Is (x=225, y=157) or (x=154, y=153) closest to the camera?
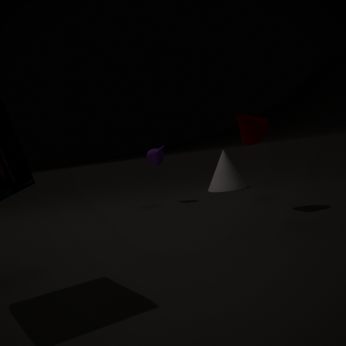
(x=154, y=153)
